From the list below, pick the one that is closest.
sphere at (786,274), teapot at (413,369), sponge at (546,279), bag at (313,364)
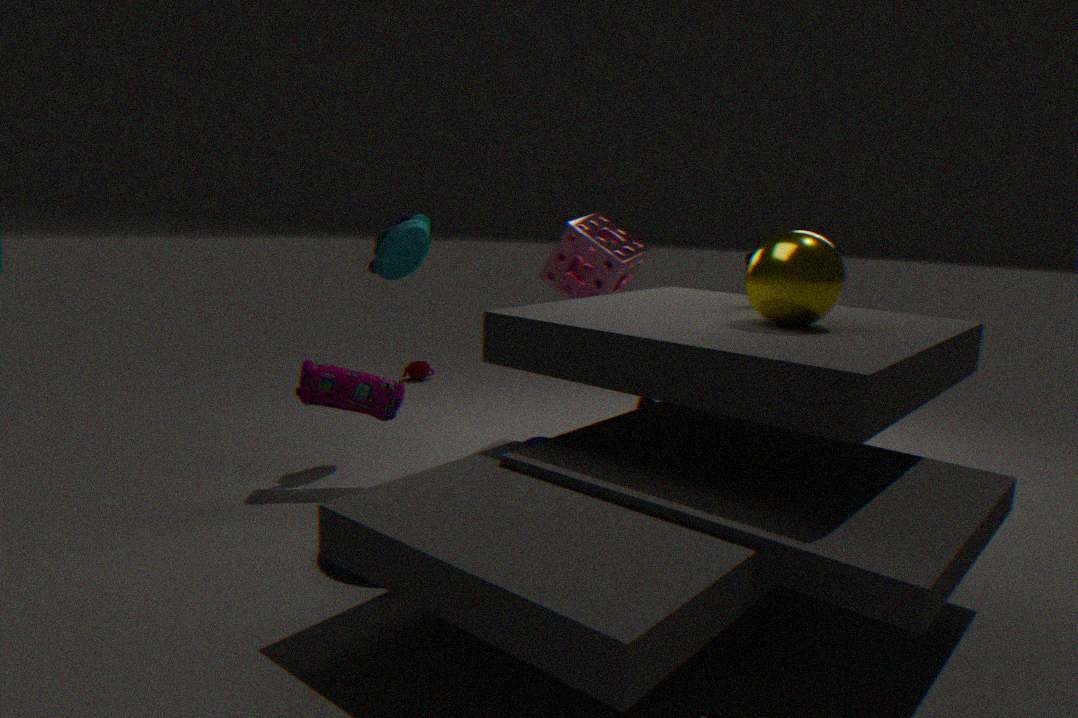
sphere at (786,274)
